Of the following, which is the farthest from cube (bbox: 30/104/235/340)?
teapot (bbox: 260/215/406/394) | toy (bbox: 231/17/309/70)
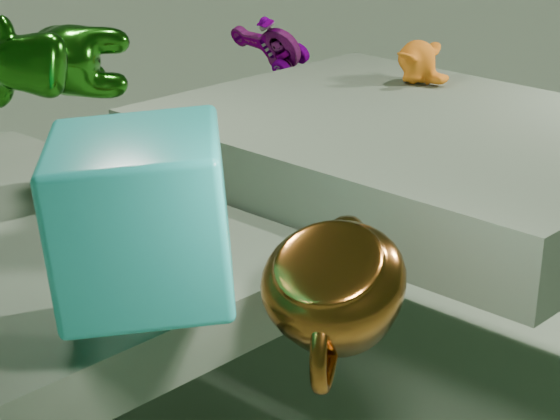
toy (bbox: 231/17/309/70)
